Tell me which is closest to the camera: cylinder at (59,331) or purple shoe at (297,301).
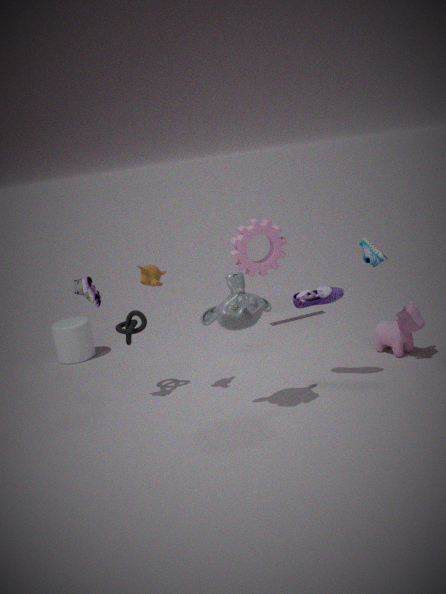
purple shoe at (297,301)
